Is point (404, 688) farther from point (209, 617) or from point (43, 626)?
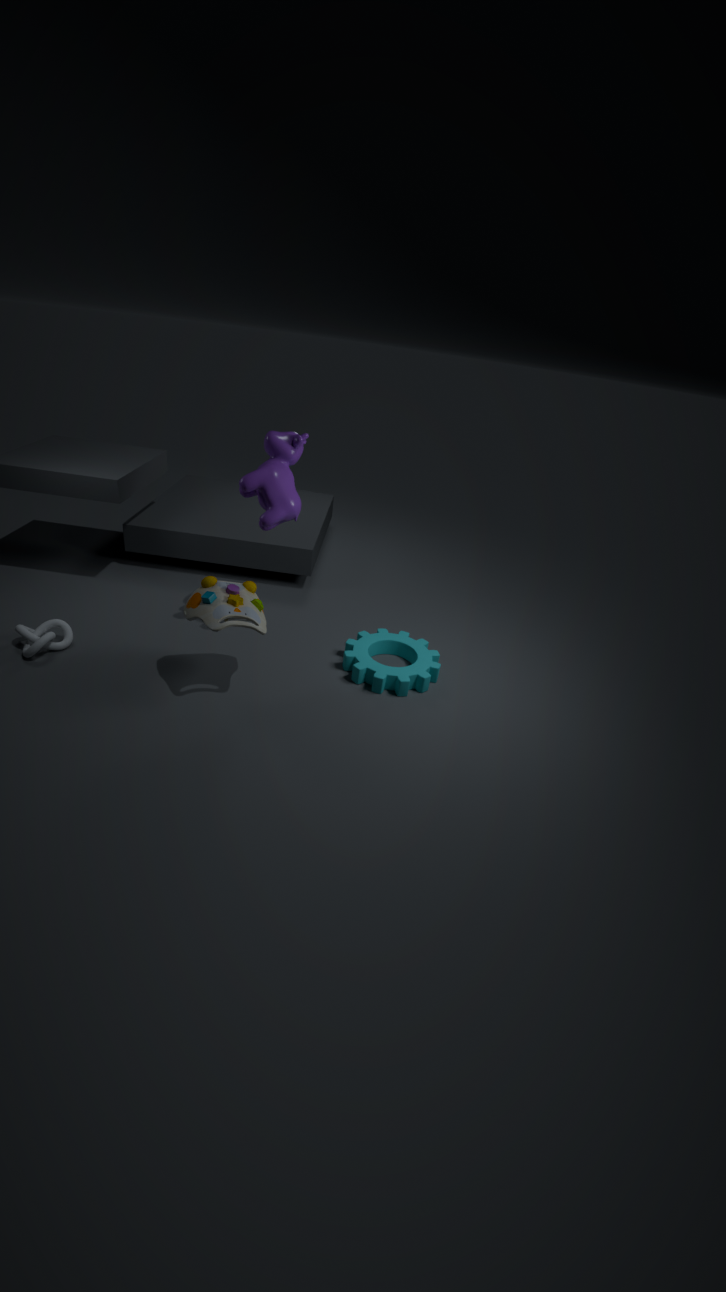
point (43, 626)
